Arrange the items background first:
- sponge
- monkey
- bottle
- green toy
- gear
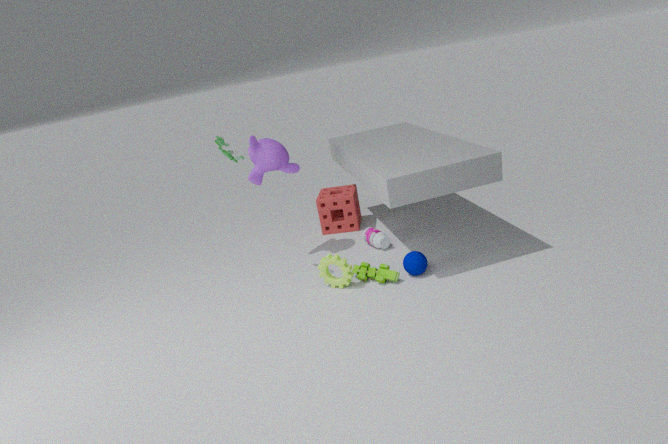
sponge < bottle < monkey < gear < green toy
